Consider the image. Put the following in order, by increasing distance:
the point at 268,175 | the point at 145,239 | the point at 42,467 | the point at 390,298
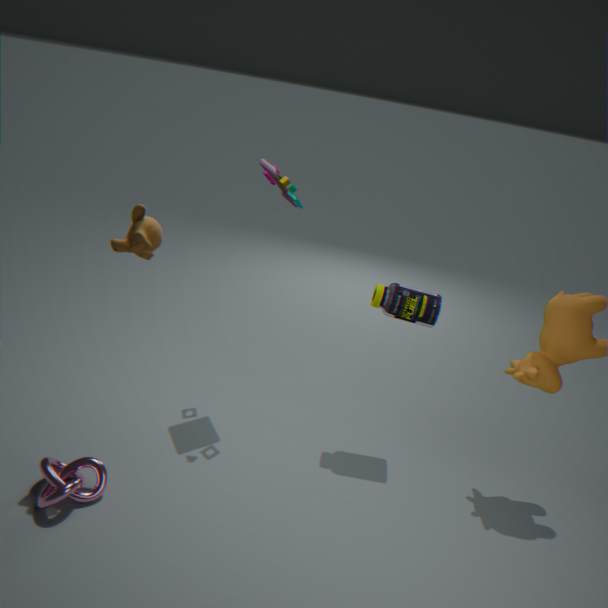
the point at 42,467, the point at 145,239, the point at 390,298, the point at 268,175
